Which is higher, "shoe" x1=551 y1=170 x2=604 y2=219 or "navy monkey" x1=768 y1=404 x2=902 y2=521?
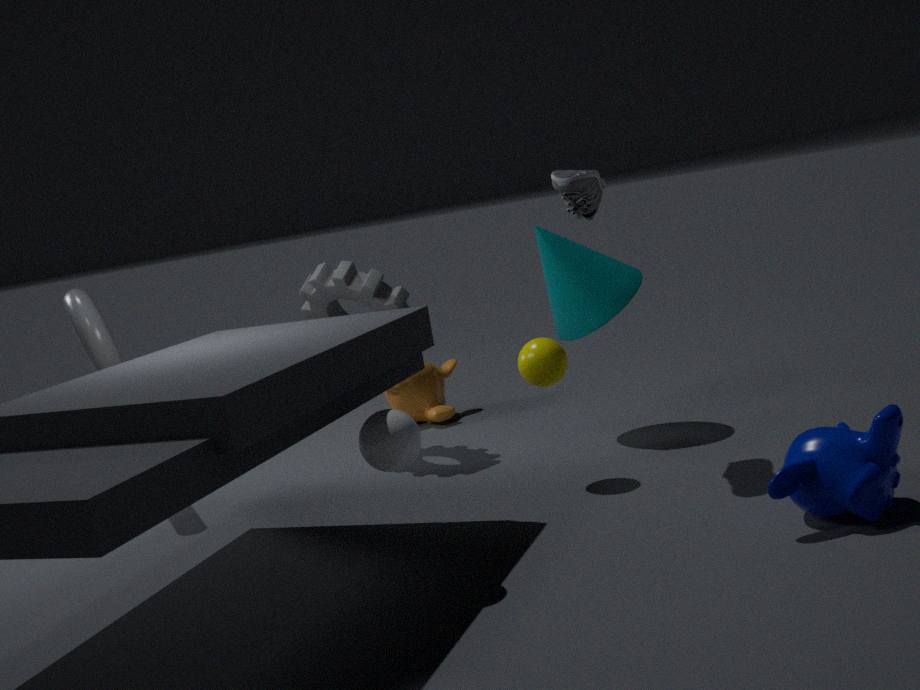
"shoe" x1=551 y1=170 x2=604 y2=219
